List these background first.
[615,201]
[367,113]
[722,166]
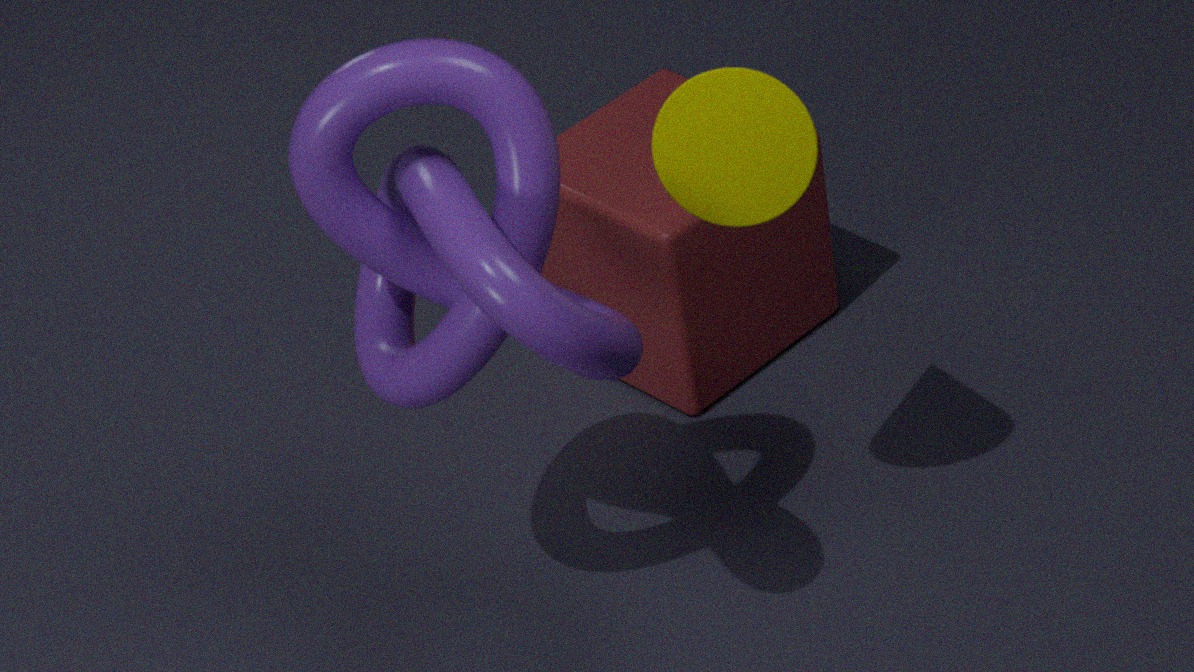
[615,201] < [722,166] < [367,113]
